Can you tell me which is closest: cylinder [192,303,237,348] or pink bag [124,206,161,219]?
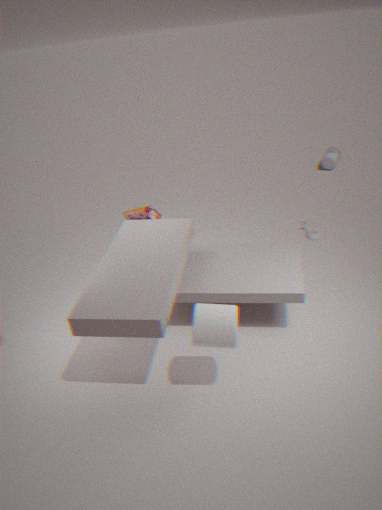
cylinder [192,303,237,348]
